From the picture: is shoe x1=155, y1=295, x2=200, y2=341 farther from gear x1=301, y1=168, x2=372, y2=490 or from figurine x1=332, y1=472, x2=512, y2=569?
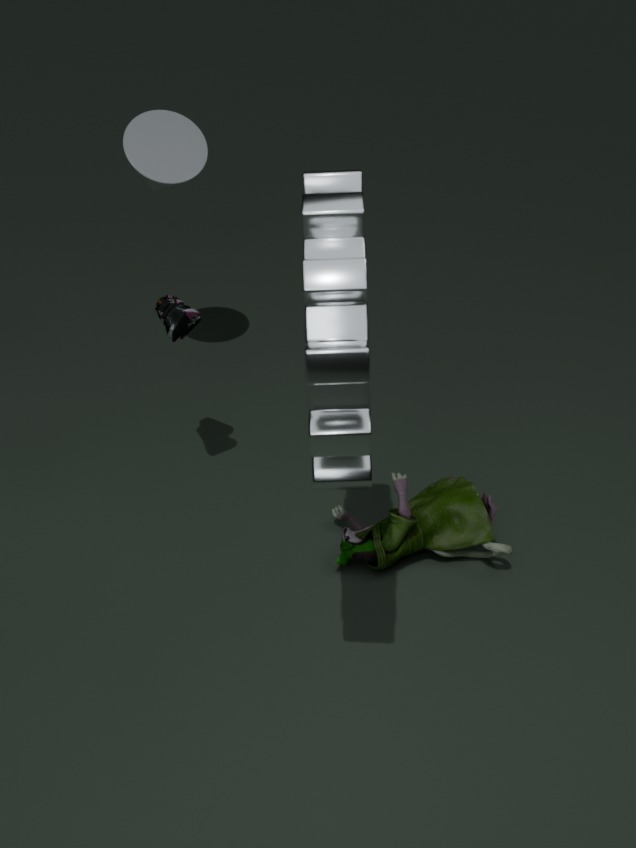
figurine x1=332, y1=472, x2=512, y2=569
